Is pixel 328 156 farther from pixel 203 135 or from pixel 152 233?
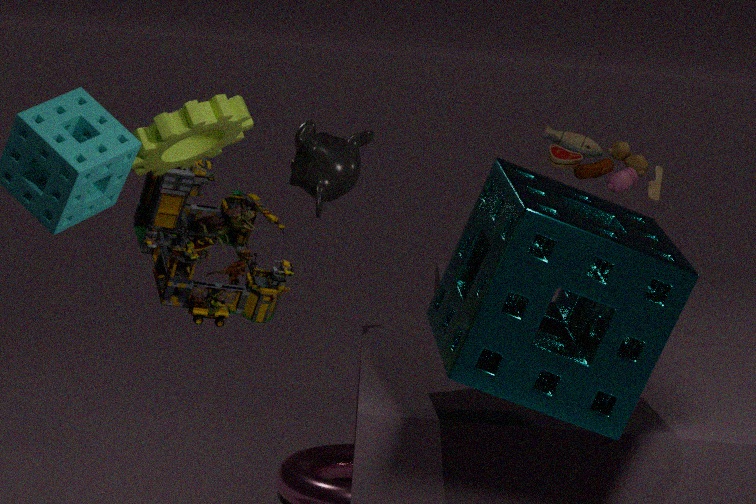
pixel 203 135
